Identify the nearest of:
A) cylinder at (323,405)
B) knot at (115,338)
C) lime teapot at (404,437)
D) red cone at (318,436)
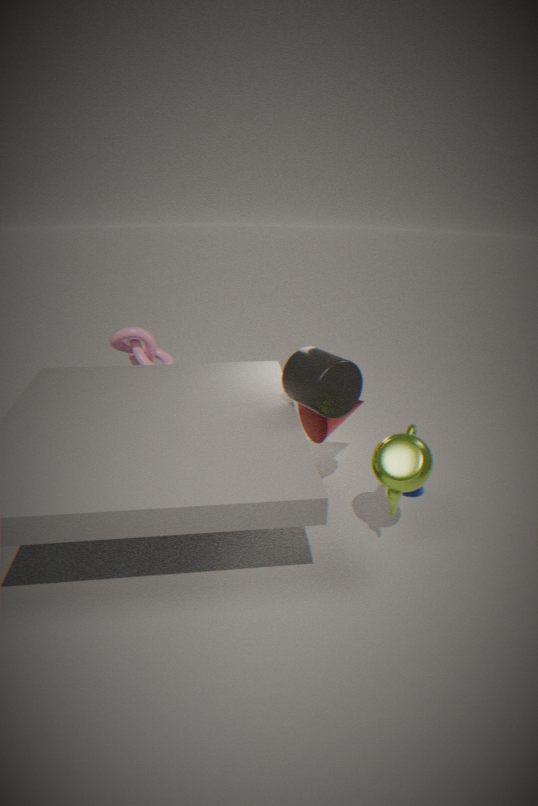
lime teapot at (404,437)
